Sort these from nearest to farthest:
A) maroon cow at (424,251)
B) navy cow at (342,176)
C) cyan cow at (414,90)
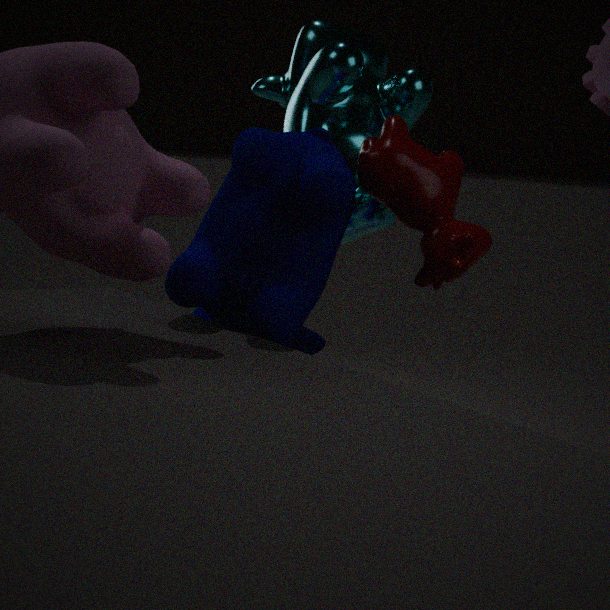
navy cow at (342,176), maroon cow at (424,251), cyan cow at (414,90)
